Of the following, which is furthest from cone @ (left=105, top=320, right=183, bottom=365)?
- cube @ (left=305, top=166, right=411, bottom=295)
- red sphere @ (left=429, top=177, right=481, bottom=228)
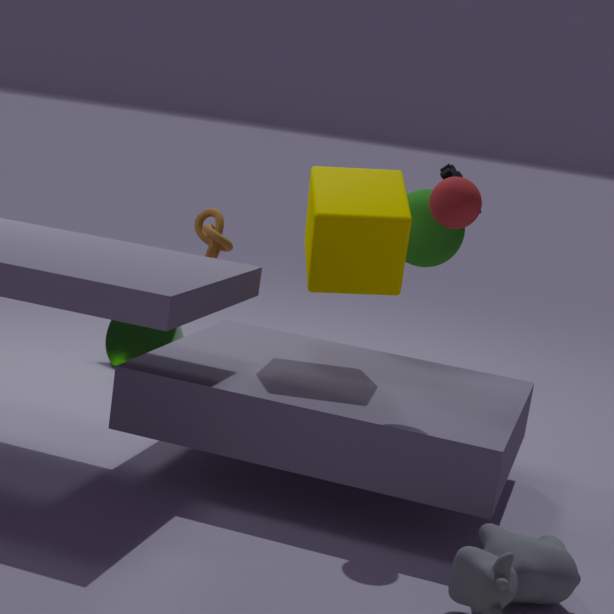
red sphere @ (left=429, top=177, right=481, bottom=228)
